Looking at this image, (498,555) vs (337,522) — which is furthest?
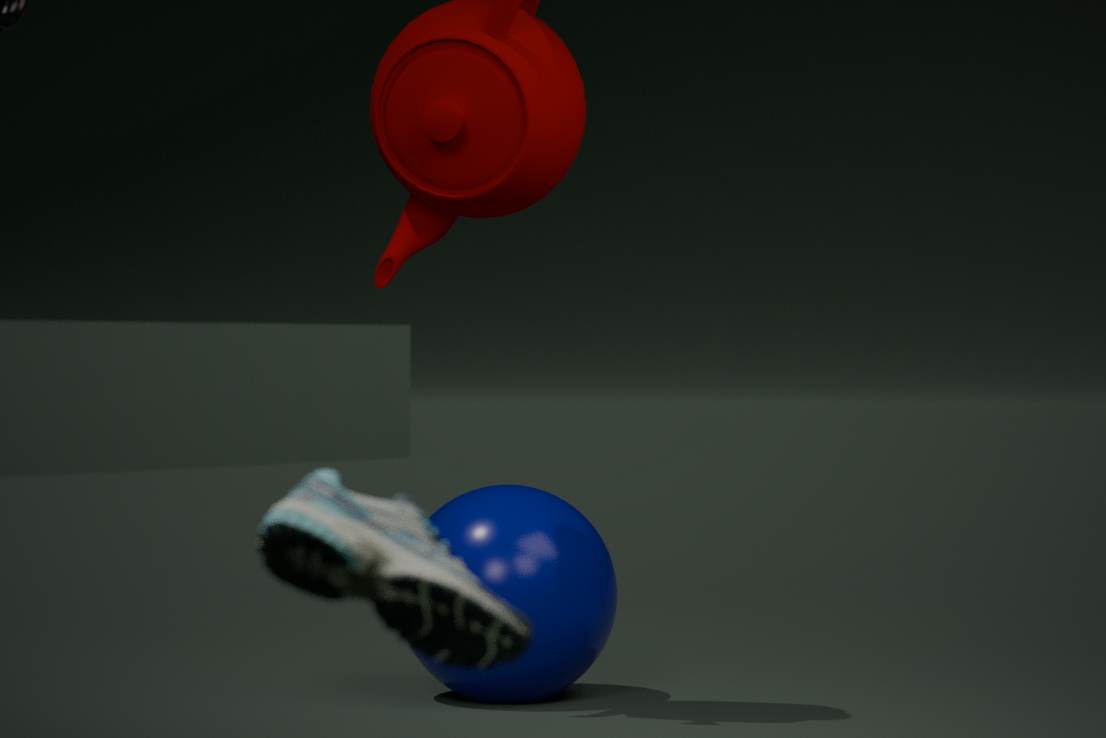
(498,555)
